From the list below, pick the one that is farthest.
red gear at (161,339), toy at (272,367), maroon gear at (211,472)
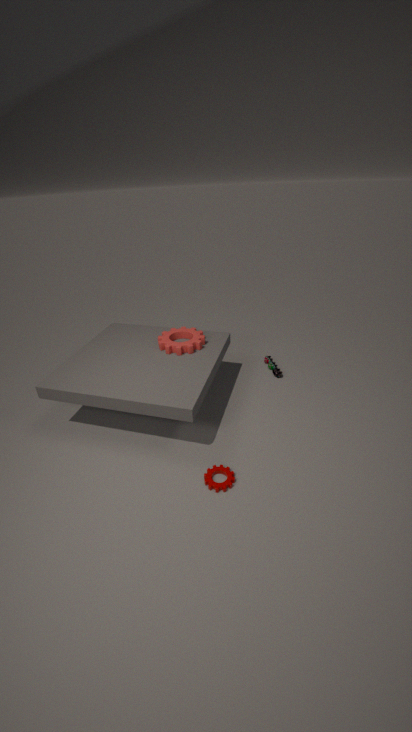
toy at (272,367)
